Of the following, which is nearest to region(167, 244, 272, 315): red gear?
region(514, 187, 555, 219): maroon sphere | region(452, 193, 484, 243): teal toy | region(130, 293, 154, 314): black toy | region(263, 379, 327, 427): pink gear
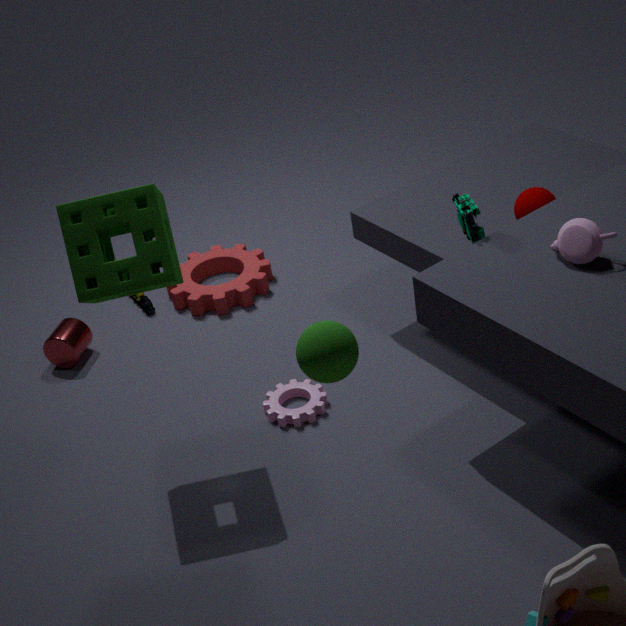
region(130, 293, 154, 314): black toy
